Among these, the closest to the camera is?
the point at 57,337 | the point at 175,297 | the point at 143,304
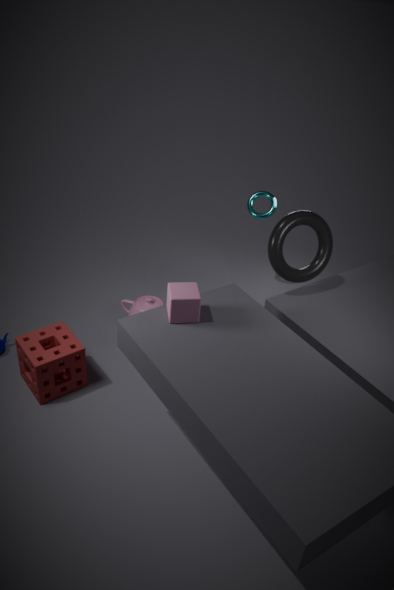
the point at 175,297
